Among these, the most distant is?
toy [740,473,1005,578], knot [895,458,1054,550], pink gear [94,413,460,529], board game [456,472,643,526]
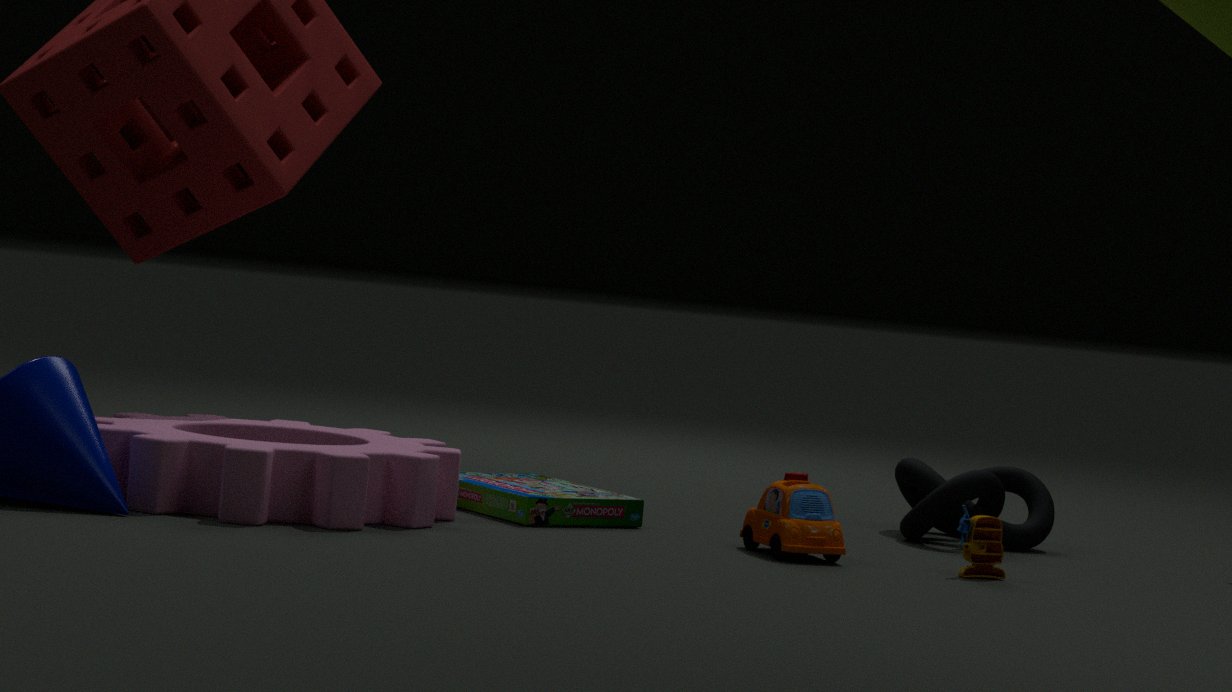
knot [895,458,1054,550]
